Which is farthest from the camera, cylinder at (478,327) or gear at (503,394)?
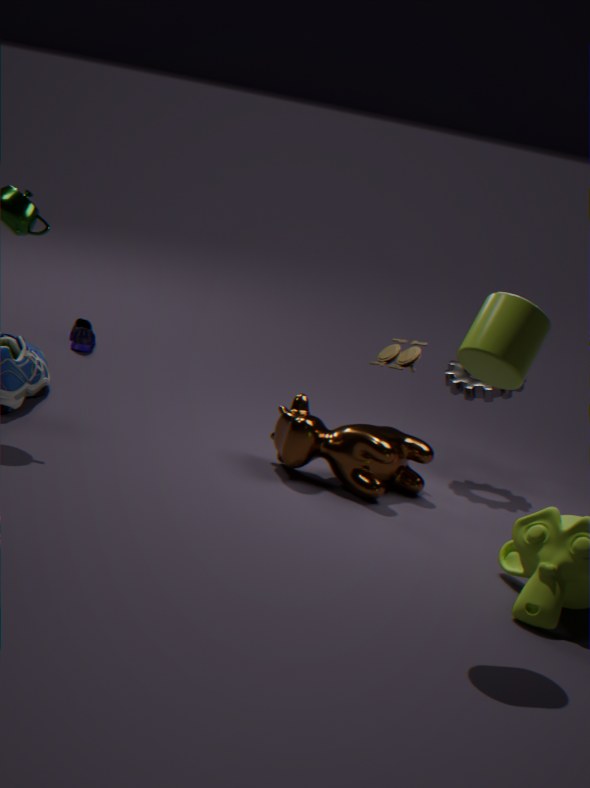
gear at (503,394)
